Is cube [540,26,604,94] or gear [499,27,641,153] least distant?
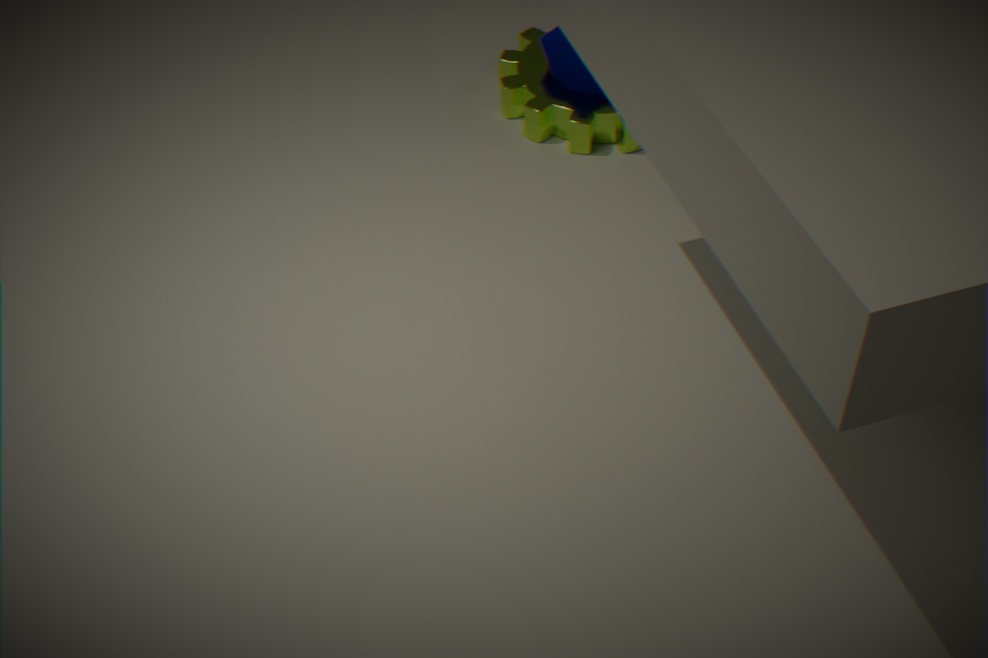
gear [499,27,641,153]
